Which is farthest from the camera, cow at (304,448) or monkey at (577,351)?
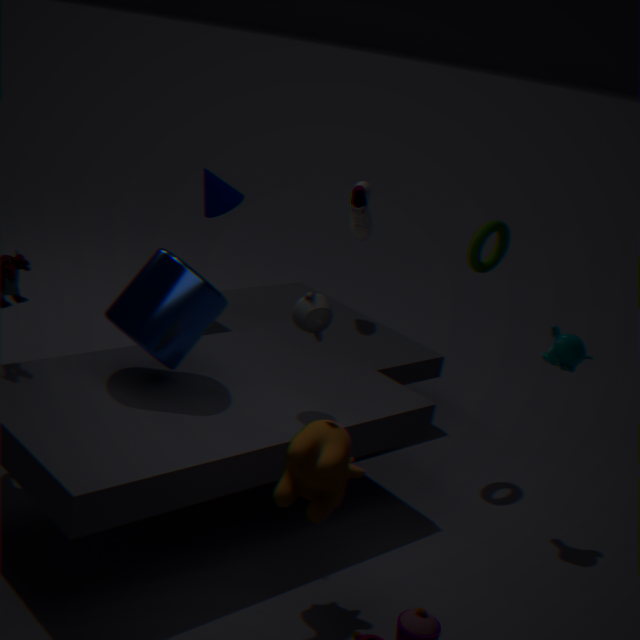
monkey at (577,351)
